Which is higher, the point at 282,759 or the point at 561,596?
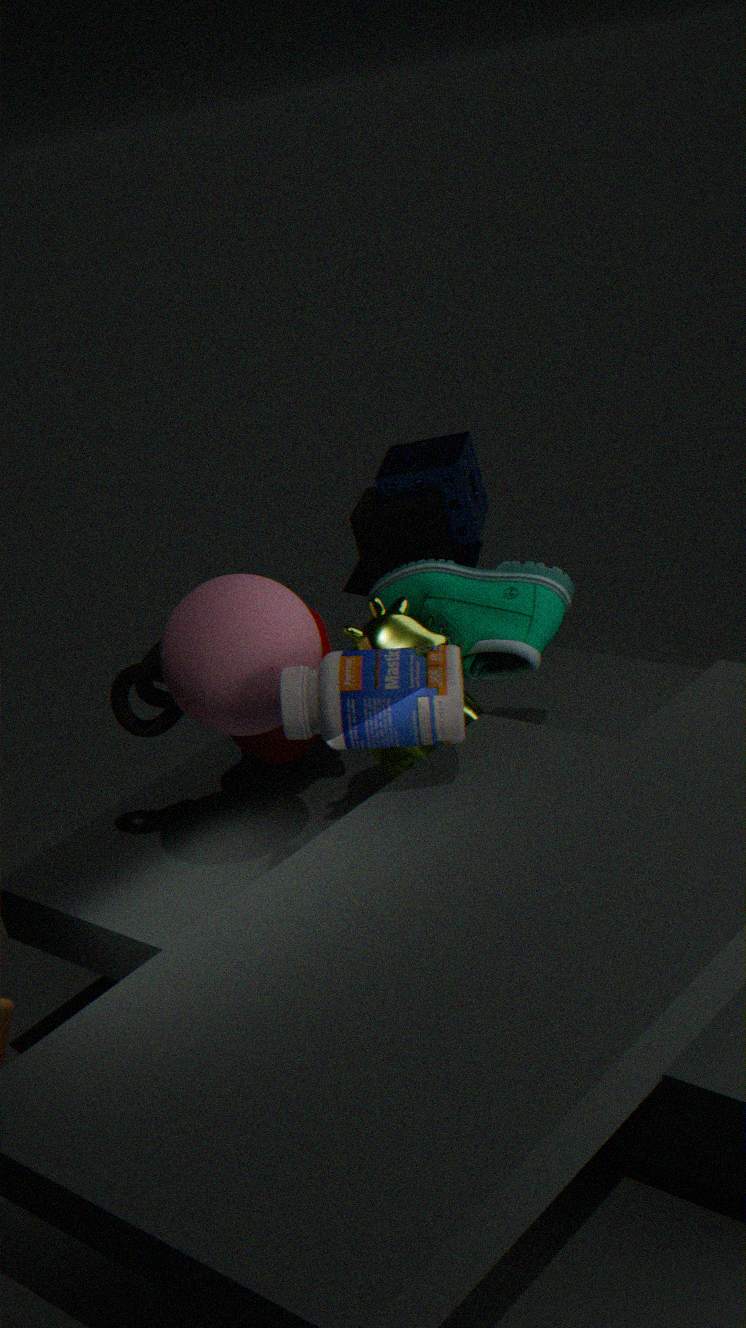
the point at 561,596
